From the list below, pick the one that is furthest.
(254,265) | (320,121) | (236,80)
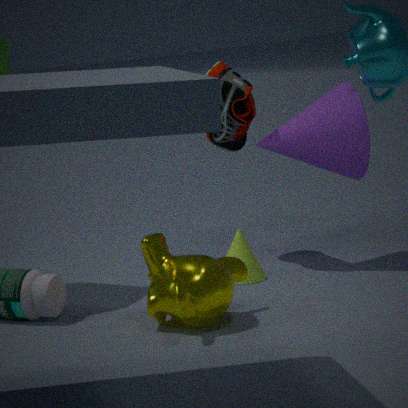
(236,80)
